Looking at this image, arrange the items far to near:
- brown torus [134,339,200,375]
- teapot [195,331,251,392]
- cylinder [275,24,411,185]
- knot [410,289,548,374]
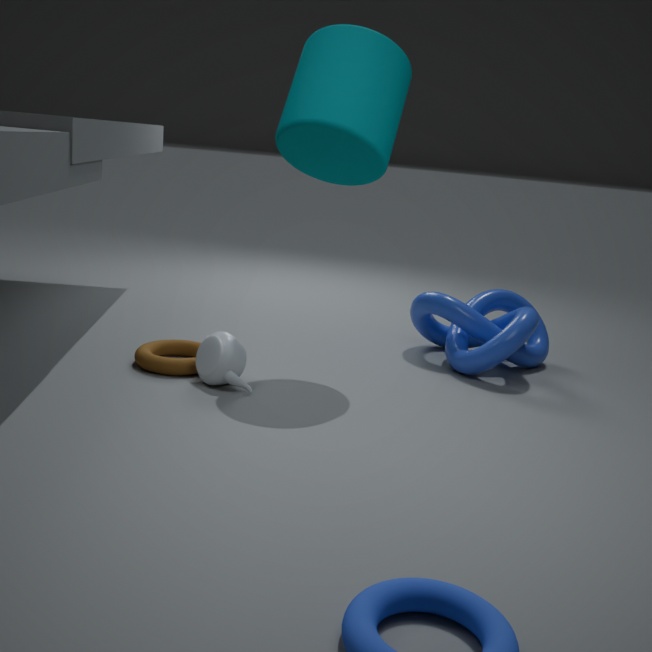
knot [410,289,548,374] < brown torus [134,339,200,375] < teapot [195,331,251,392] < cylinder [275,24,411,185]
